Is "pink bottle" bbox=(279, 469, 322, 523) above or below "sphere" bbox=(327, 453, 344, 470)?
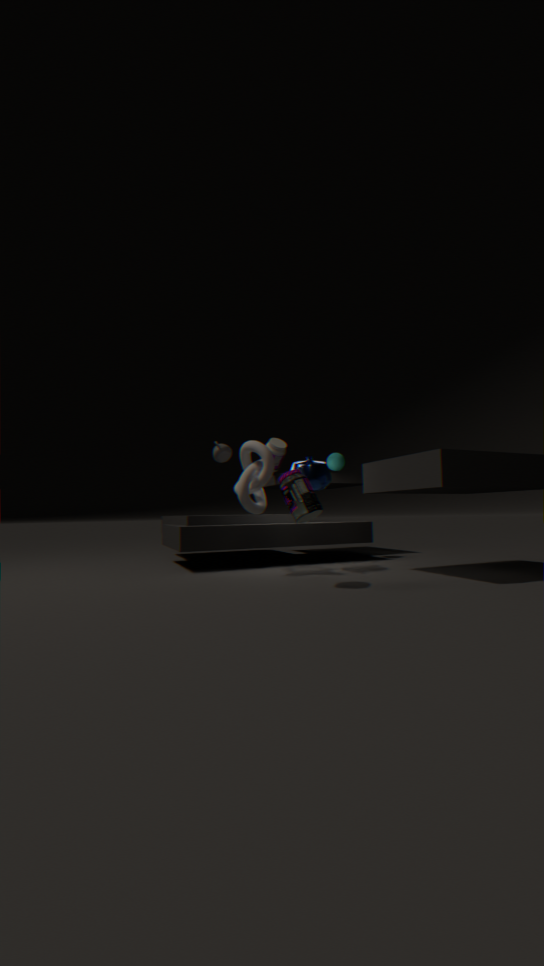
below
